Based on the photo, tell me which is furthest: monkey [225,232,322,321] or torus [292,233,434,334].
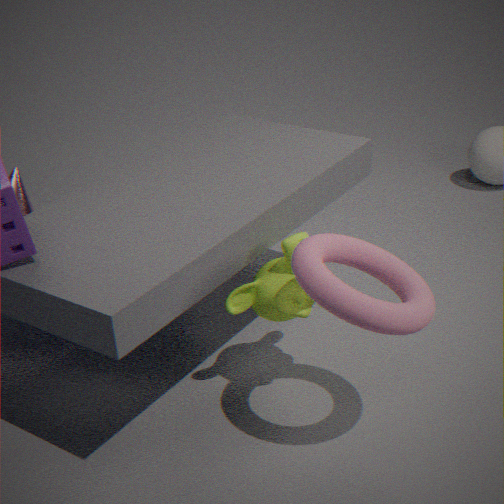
monkey [225,232,322,321]
